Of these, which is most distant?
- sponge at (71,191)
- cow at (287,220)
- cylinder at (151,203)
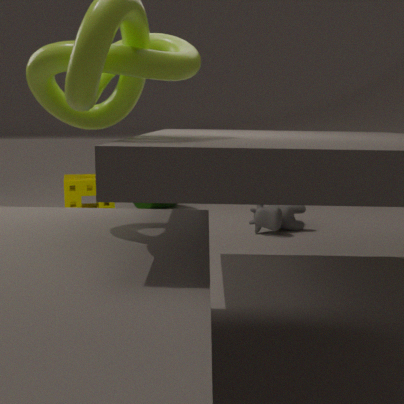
cylinder at (151,203)
